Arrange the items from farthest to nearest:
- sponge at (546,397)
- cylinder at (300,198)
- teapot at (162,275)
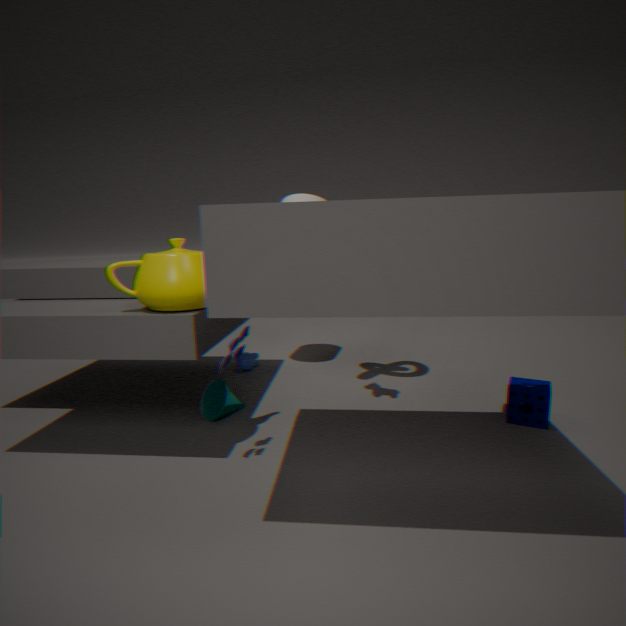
1. cylinder at (300,198)
2. sponge at (546,397)
3. teapot at (162,275)
